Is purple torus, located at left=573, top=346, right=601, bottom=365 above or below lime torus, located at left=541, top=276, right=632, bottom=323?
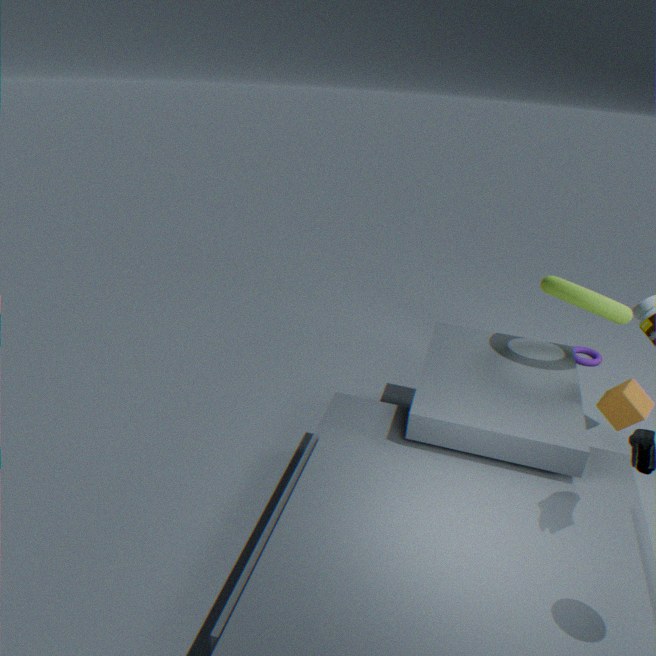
below
